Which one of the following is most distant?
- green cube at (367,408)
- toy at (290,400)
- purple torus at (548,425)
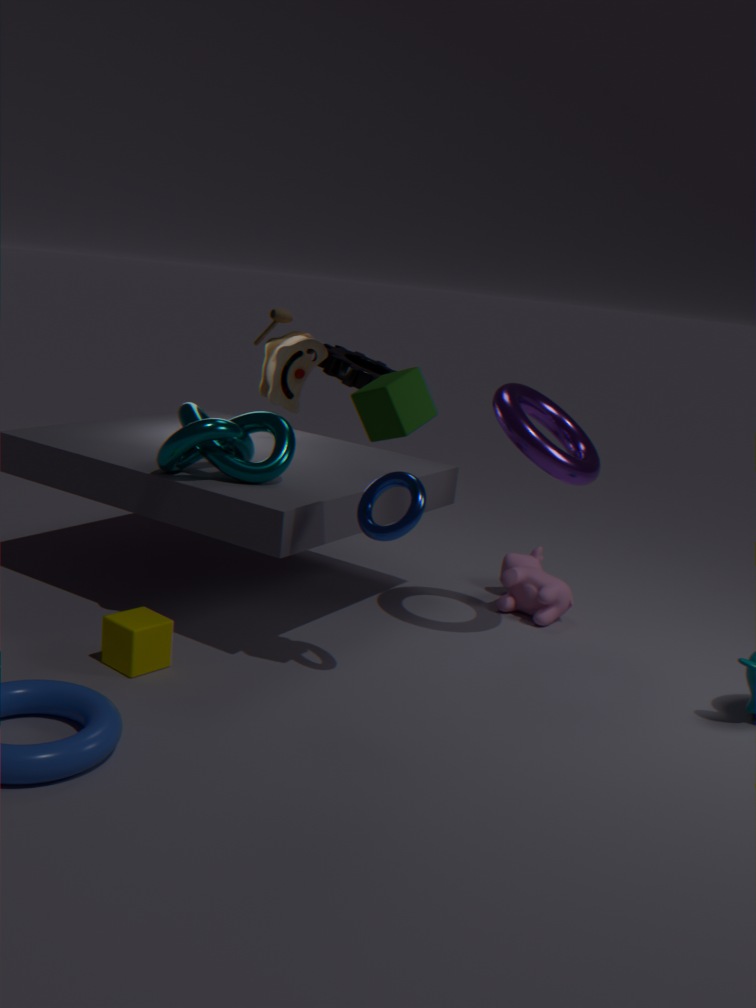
toy at (290,400)
